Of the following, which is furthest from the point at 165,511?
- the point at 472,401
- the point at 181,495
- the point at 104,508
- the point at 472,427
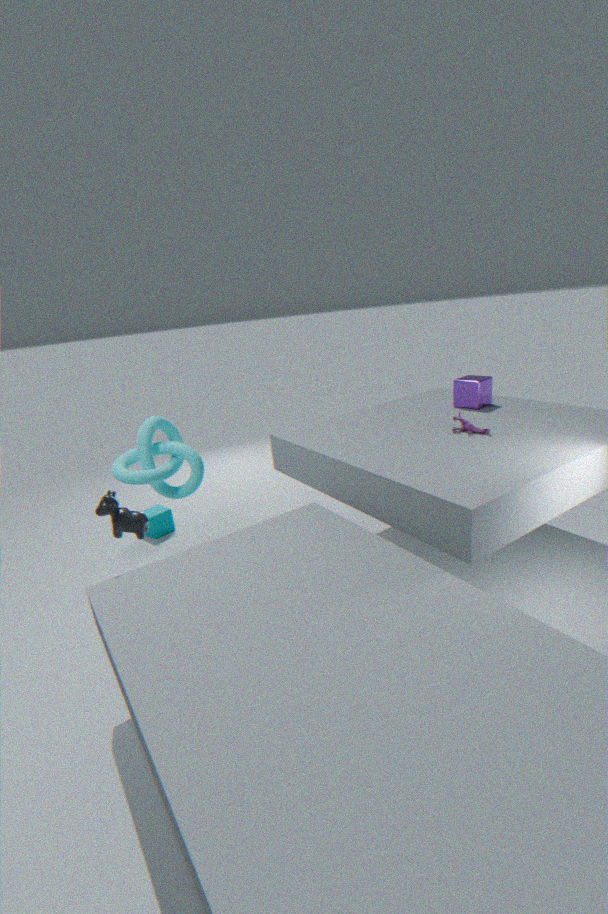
the point at 472,401
